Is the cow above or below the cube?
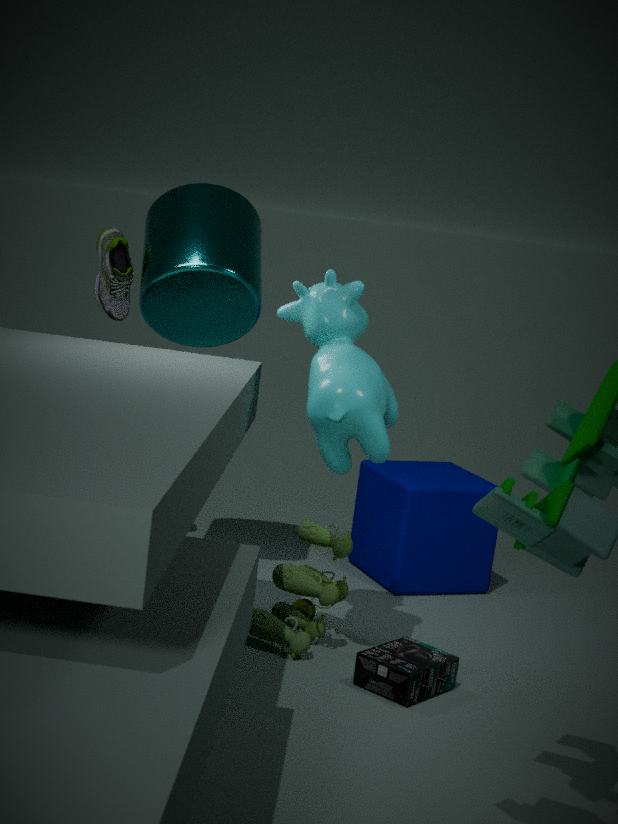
above
